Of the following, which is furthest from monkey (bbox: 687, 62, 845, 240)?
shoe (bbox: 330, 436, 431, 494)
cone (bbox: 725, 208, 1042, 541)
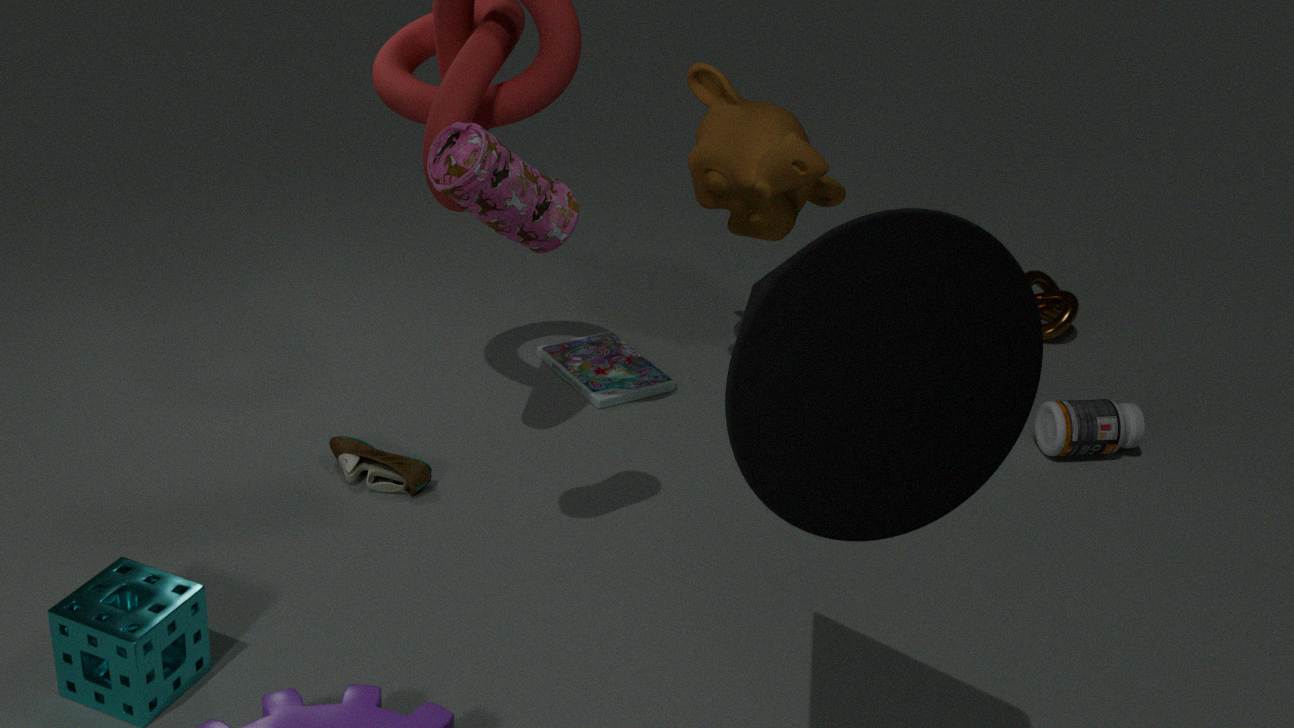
cone (bbox: 725, 208, 1042, 541)
